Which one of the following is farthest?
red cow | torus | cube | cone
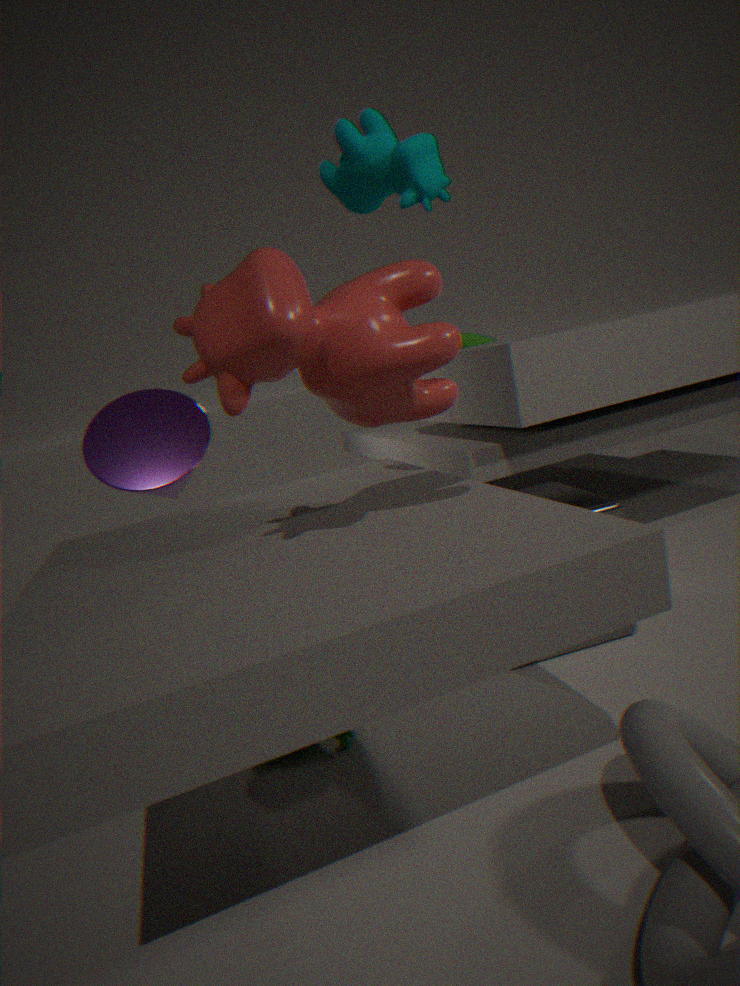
torus
